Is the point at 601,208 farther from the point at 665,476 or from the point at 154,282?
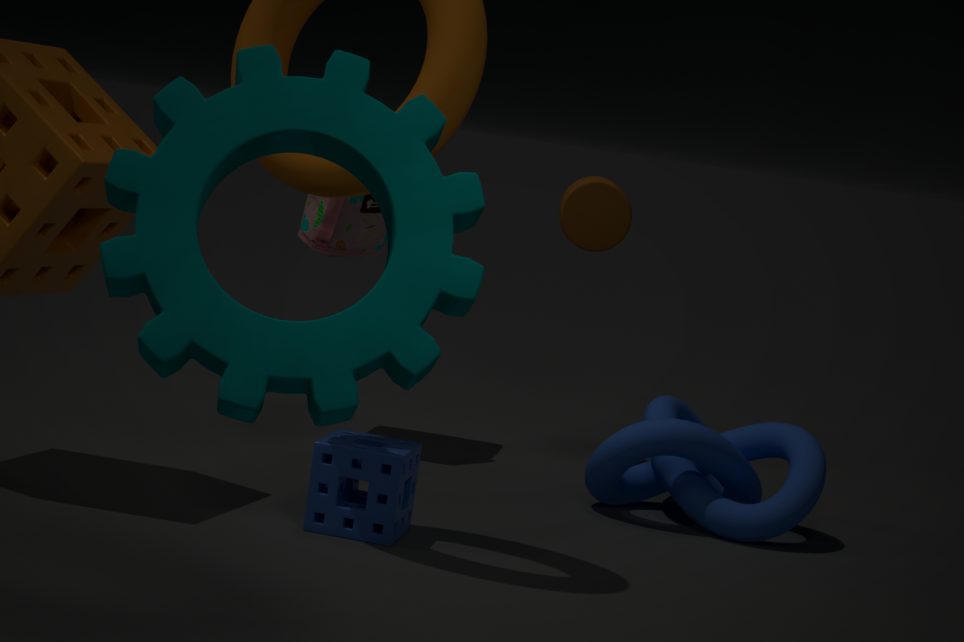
the point at 154,282
